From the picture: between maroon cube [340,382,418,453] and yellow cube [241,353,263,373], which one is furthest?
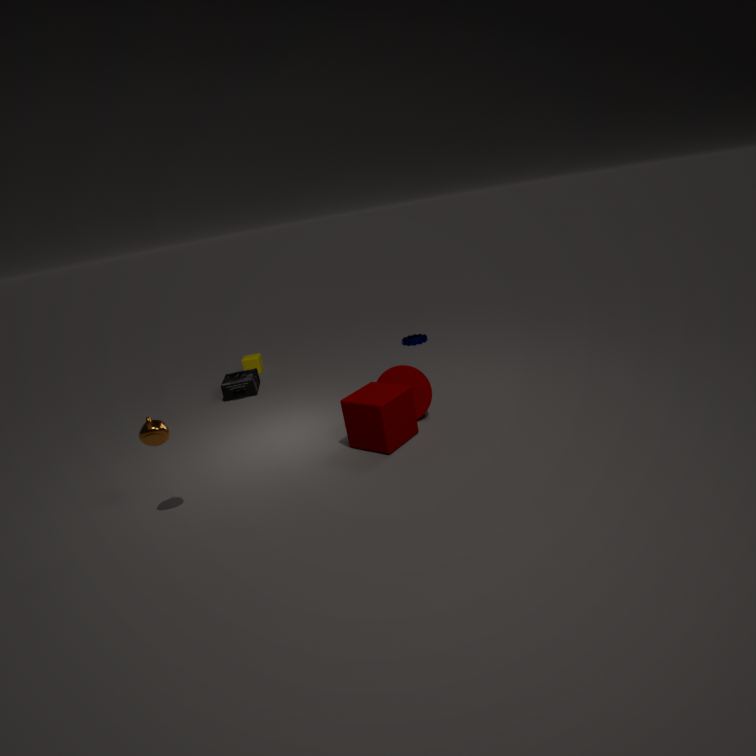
yellow cube [241,353,263,373]
